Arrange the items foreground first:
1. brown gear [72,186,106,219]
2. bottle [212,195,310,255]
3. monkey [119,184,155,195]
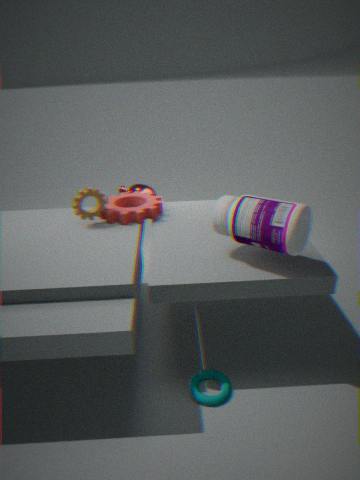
1. bottle [212,195,310,255]
2. brown gear [72,186,106,219]
3. monkey [119,184,155,195]
